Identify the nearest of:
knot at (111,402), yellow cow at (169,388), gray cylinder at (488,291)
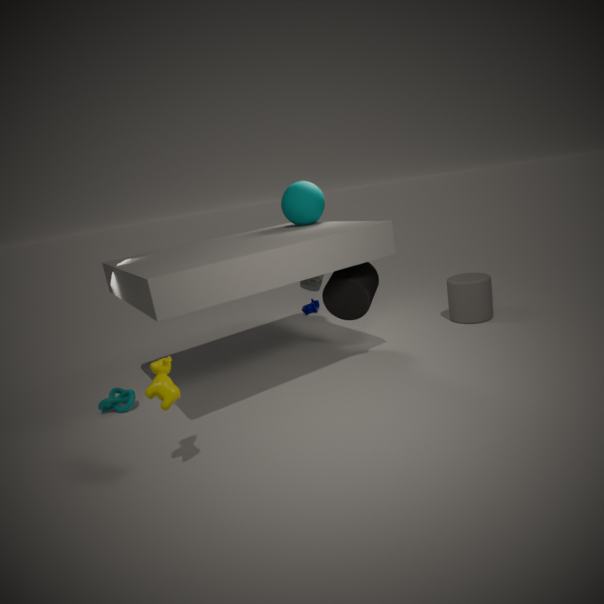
yellow cow at (169,388)
